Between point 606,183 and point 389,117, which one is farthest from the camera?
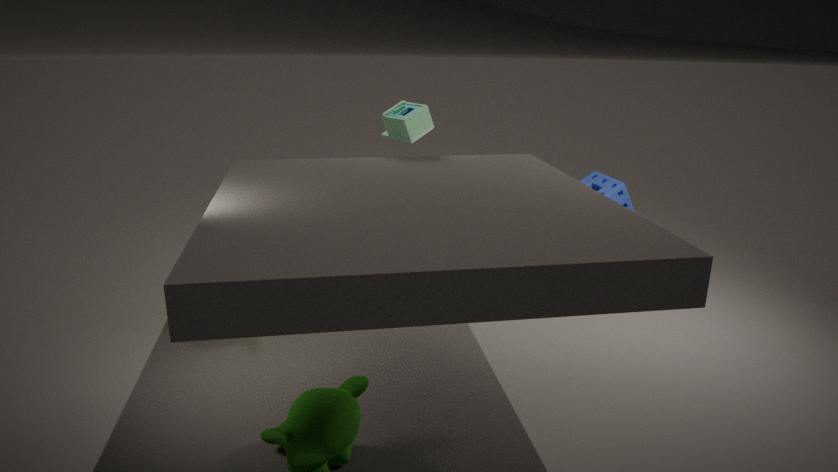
point 606,183
